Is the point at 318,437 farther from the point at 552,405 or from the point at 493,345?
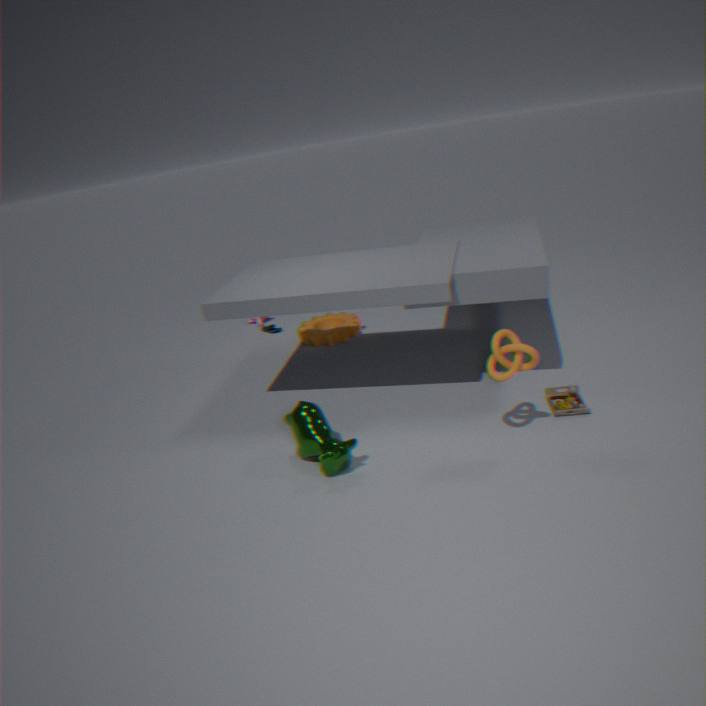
the point at 552,405
